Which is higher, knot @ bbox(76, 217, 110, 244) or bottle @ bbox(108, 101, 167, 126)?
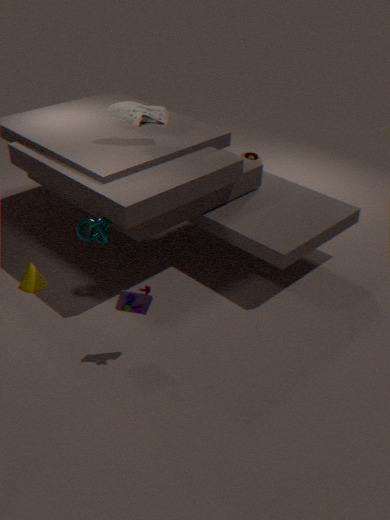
bottle @ bbox(108, 101, 167, 126)
